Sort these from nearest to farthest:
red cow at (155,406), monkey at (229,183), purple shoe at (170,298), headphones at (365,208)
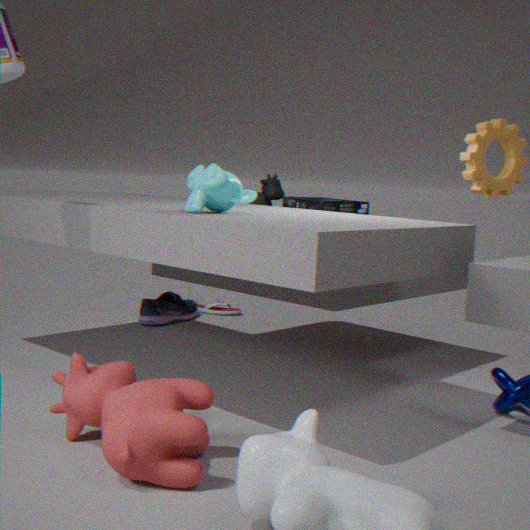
red cow at (155,406) → monkey at (229,183) → headphones at (365,208) → purple shoe at (170,298)
